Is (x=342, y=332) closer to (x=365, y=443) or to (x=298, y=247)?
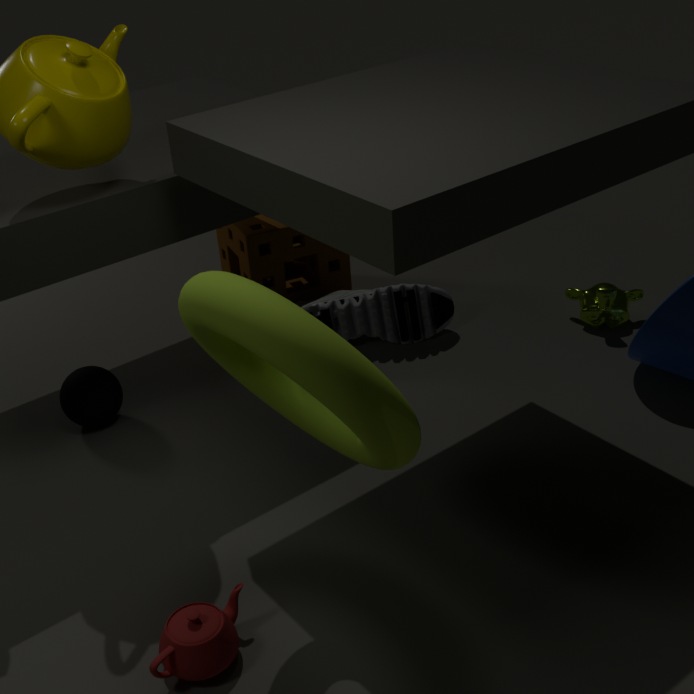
(x=298, y=247)
